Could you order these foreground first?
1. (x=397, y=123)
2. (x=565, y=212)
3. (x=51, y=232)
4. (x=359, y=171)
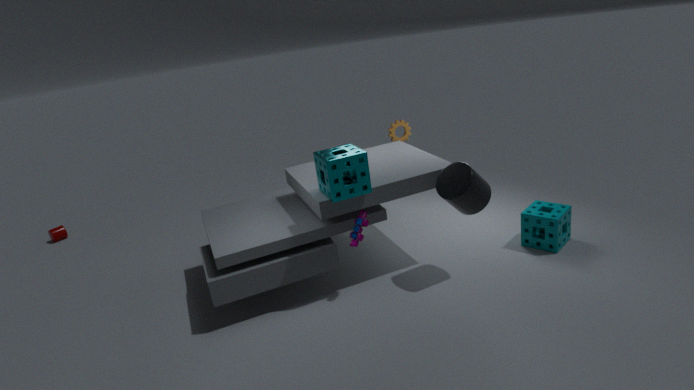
(x=359, y=171) → (x=565, y=212) → (x=397, y=123) → (x=51, y=232)
